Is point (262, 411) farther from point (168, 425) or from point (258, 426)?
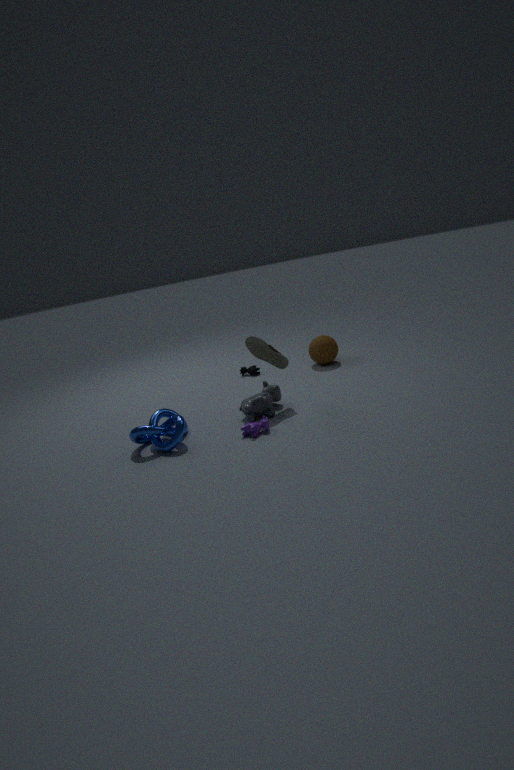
point (168, 425)
